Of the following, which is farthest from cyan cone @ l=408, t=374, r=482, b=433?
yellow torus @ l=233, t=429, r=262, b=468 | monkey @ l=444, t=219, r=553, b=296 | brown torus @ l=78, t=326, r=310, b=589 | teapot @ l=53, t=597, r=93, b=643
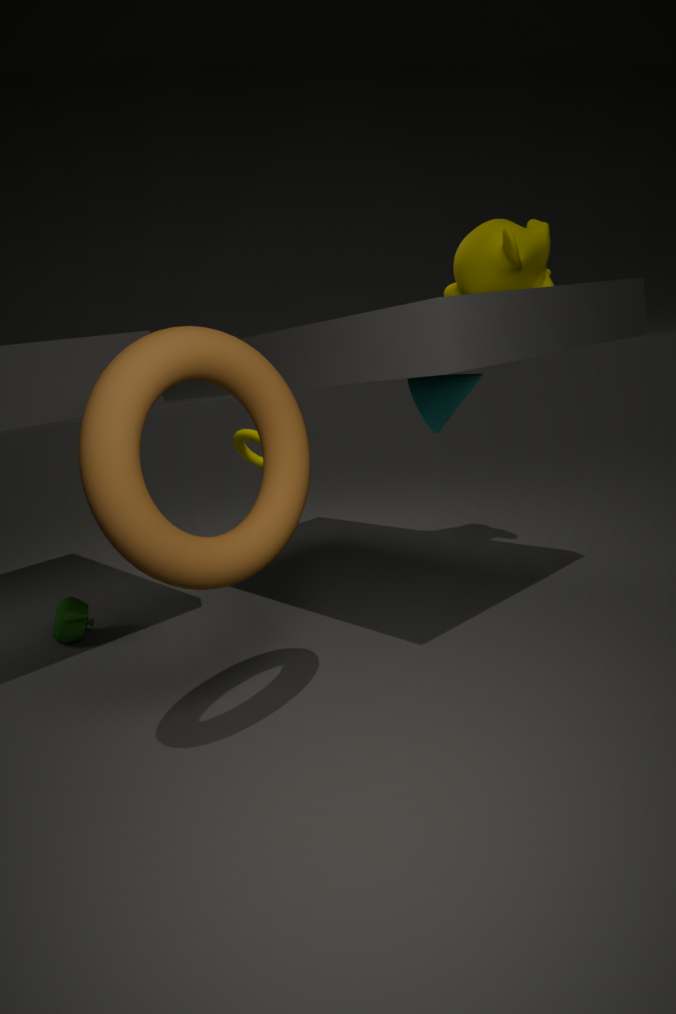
teapot @ l=53, t=597, r=93, b=643
